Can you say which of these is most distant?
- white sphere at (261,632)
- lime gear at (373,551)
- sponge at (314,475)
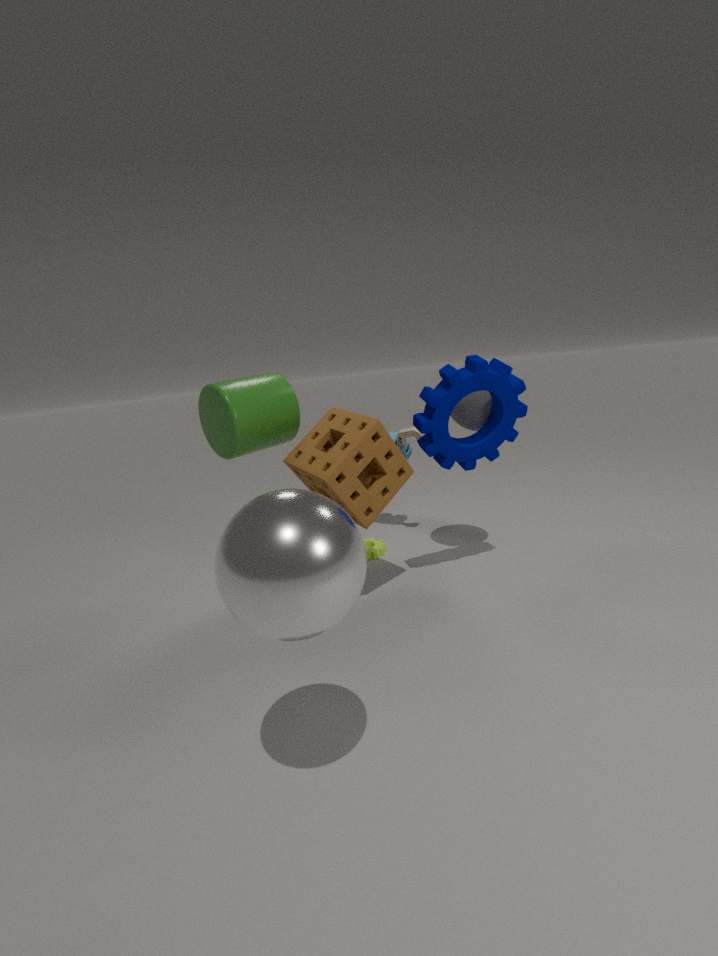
lime gear at (373,551)
